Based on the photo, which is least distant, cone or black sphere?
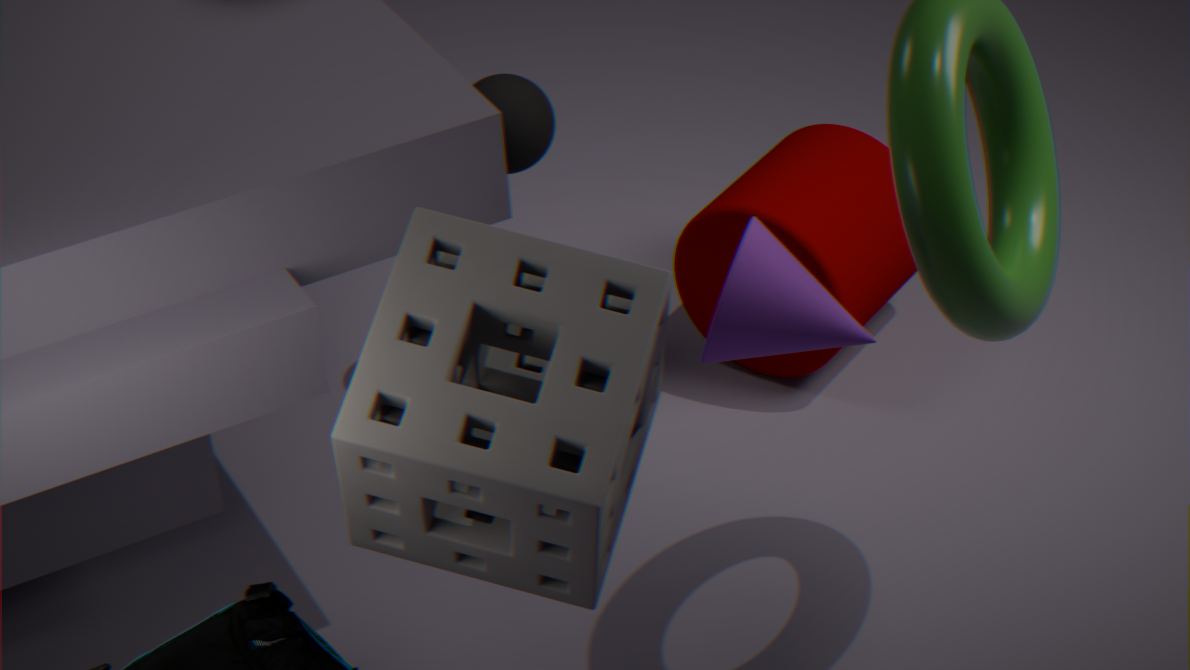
cone
